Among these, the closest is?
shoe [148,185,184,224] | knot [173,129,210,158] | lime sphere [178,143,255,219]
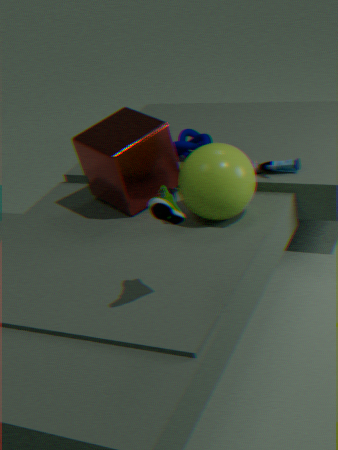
shoe [148,185,184,224]
